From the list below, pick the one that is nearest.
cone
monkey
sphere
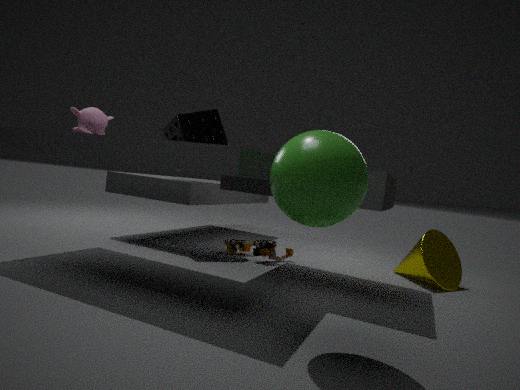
sphere
